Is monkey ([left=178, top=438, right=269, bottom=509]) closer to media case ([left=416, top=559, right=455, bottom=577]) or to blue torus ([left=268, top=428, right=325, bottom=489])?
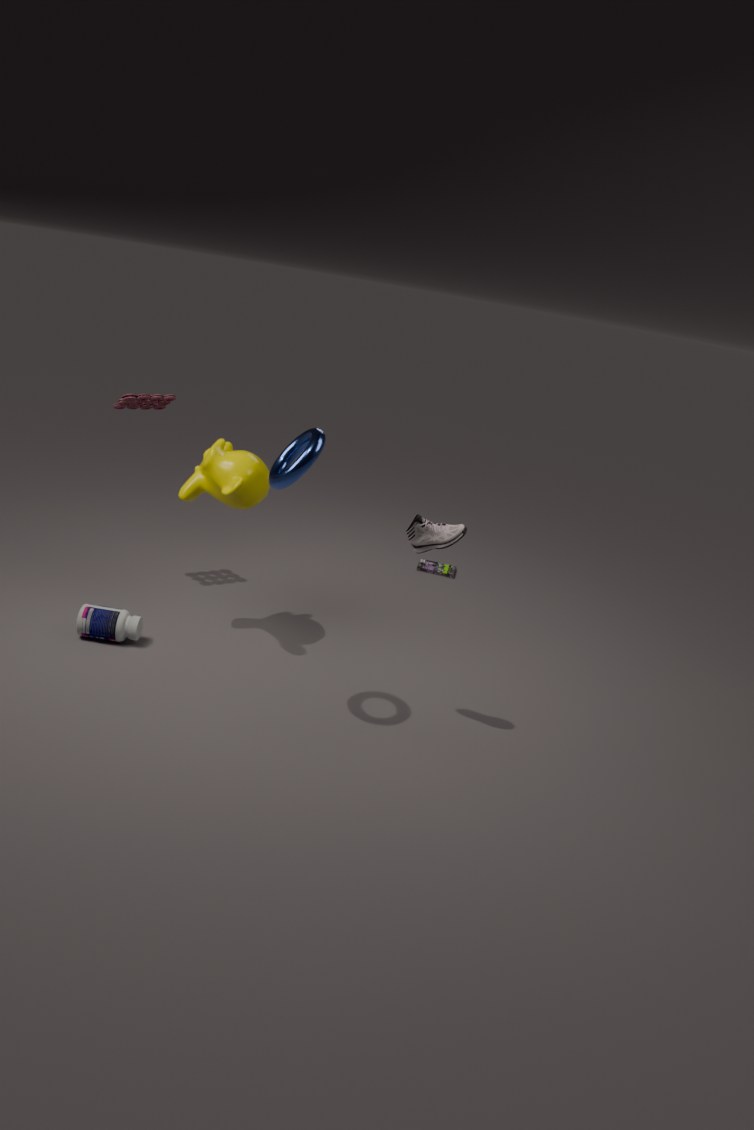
blue torus ([left=268, top=428, right=325, bottom=489])
